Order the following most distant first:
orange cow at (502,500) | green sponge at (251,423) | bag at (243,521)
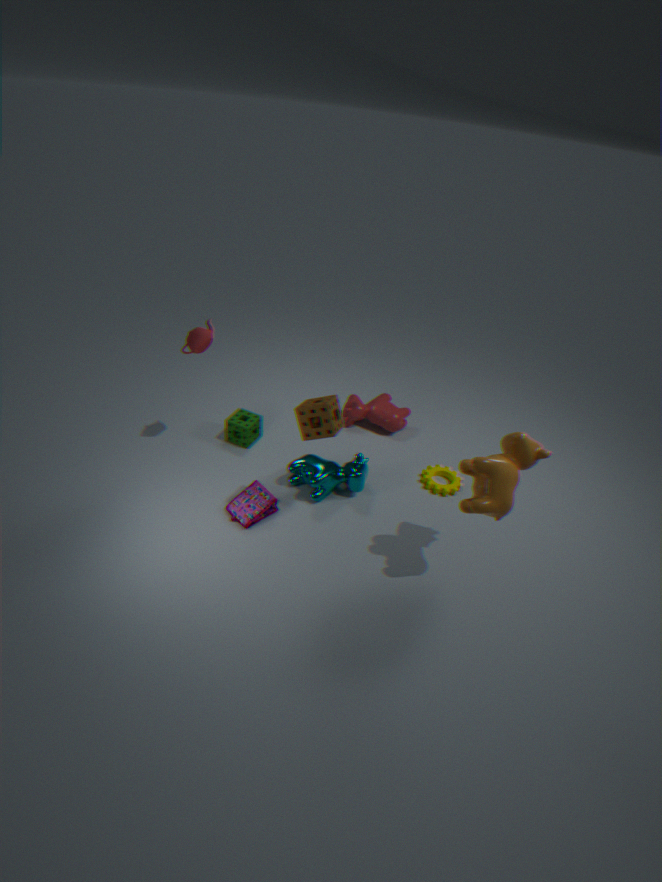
green sponge at (251,423), bag at (243,521), orange cow at (502,500)
